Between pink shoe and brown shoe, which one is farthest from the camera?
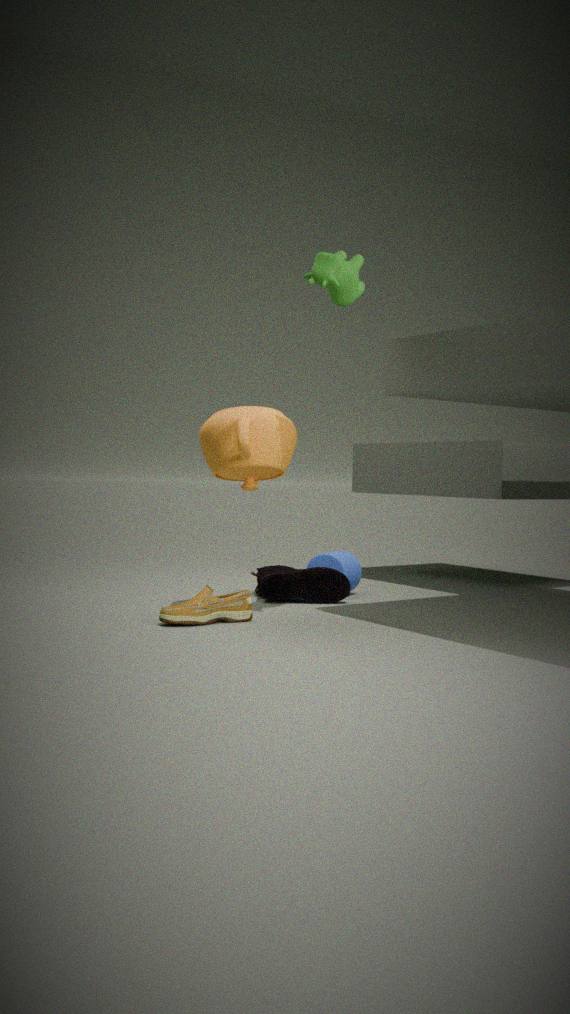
pink shoe
